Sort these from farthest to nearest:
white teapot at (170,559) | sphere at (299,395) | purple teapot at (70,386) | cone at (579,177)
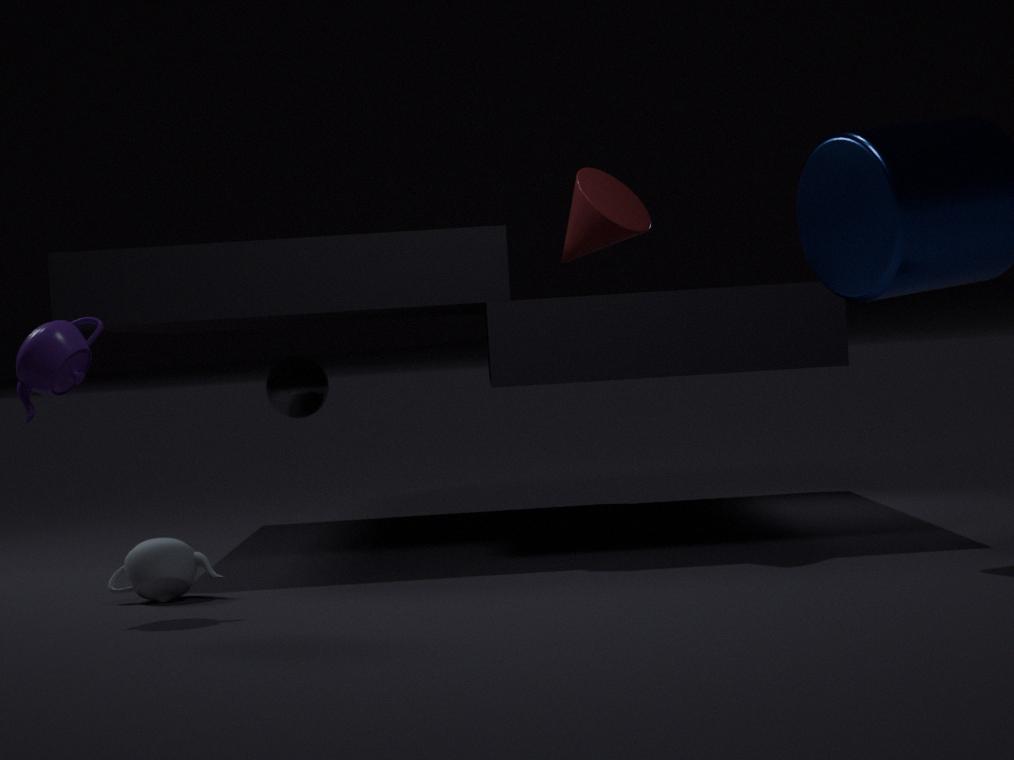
1. sphere at (299,395)
2. cone at (579,177)
3. white teapot at (170,559)
4. purple teapot at (70,386)
